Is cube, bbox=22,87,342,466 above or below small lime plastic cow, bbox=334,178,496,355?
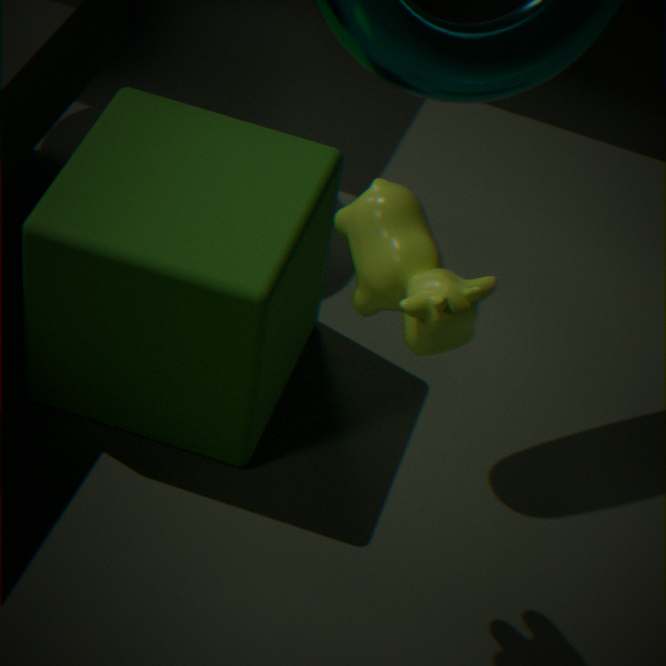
below
